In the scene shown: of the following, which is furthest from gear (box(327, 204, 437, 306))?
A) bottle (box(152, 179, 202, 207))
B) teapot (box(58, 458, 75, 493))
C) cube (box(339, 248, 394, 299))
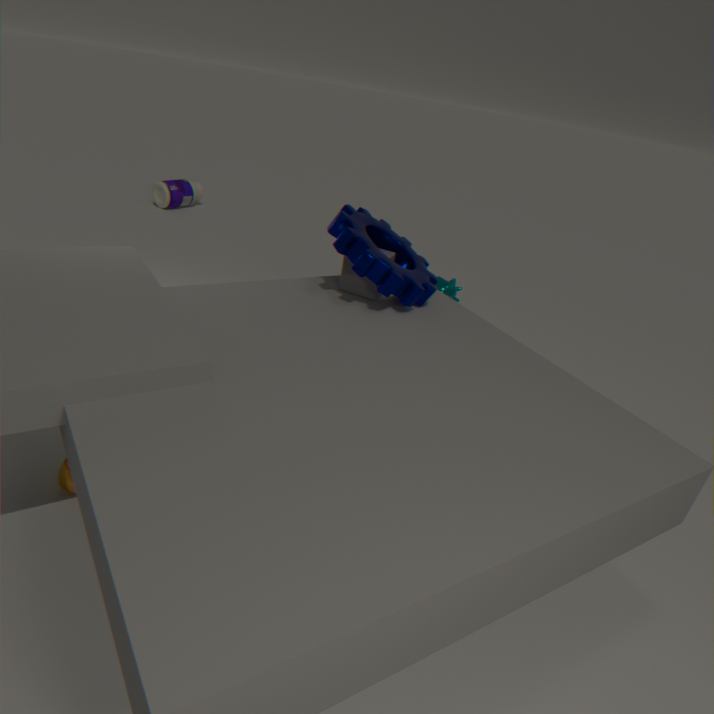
bottle (box(152, 179, 202, 207))
